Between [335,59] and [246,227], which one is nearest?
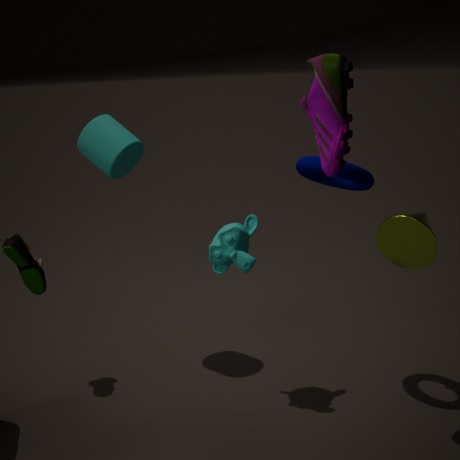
[335,59]
